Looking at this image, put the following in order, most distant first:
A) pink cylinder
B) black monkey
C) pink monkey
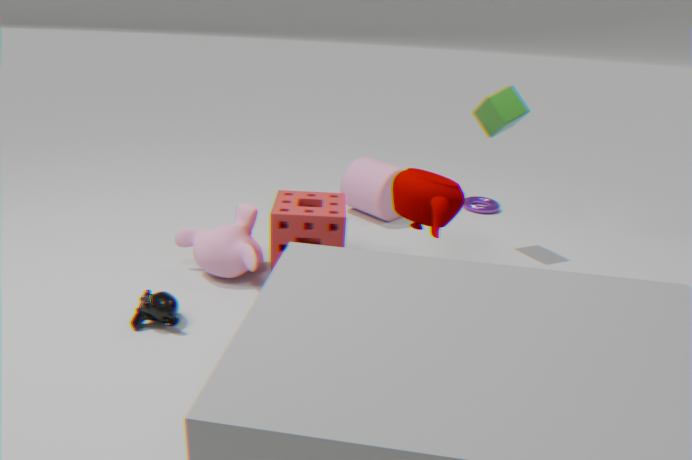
pink cylinder < pink monkey < black monkey
